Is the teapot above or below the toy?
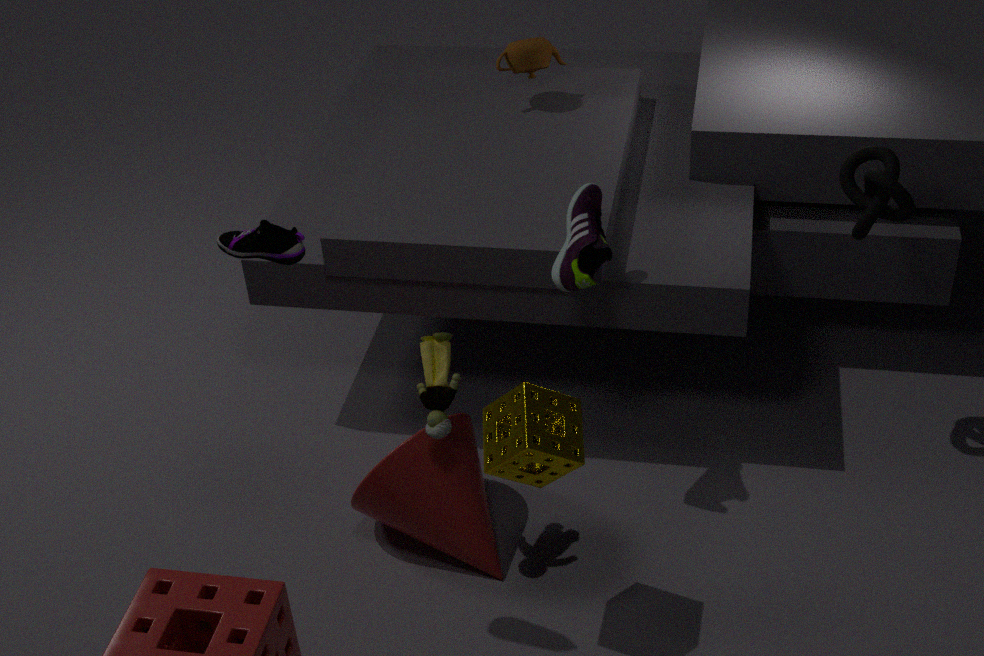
above
